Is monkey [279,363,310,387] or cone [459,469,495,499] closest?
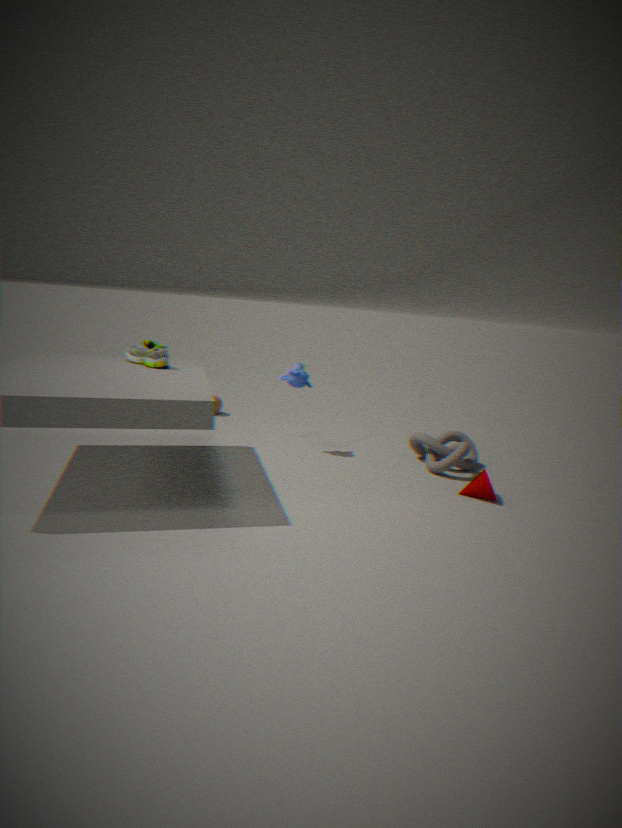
cone [459,469,495,499]
